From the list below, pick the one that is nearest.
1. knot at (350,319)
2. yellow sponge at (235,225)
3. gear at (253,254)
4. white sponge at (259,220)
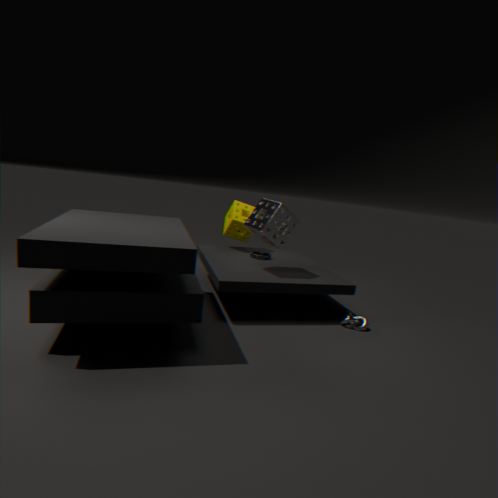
white sponge at (259,220)
